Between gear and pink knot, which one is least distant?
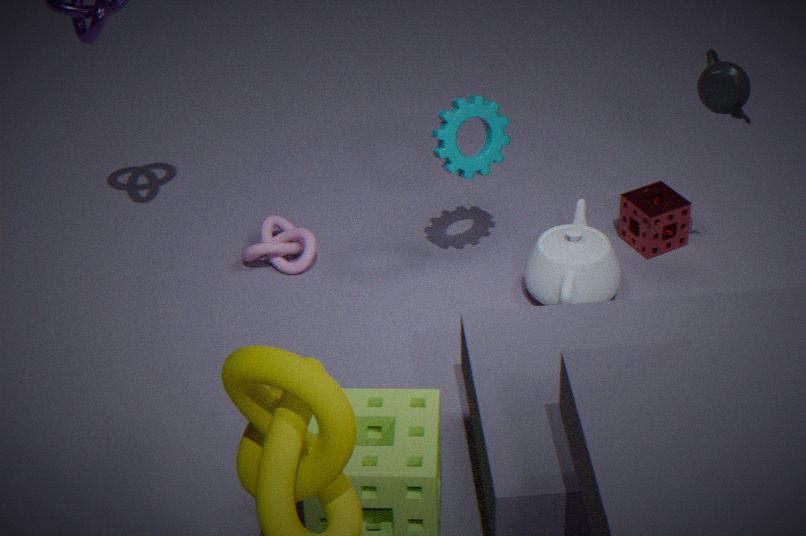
gear
